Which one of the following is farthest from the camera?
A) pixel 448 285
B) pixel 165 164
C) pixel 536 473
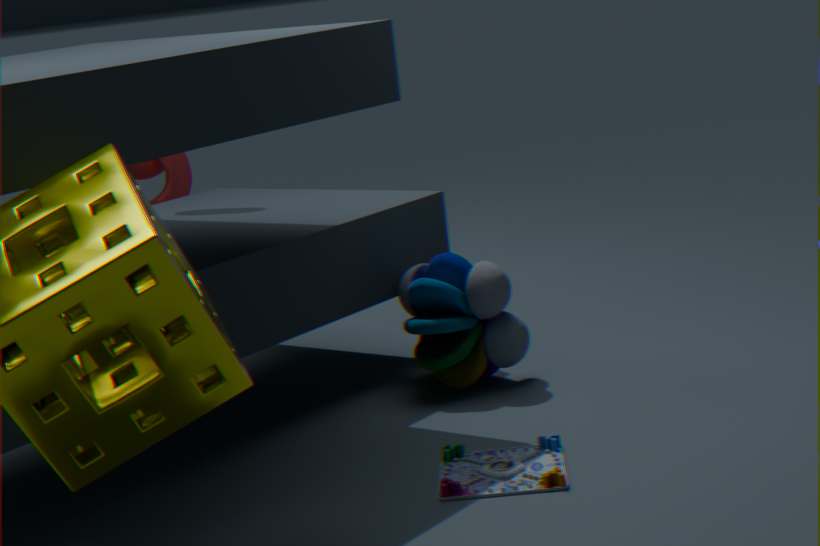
pixel 165 164
